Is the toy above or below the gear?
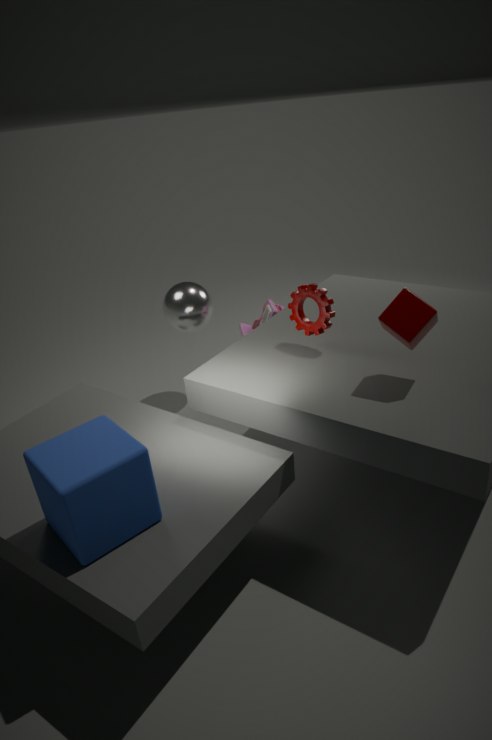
below
